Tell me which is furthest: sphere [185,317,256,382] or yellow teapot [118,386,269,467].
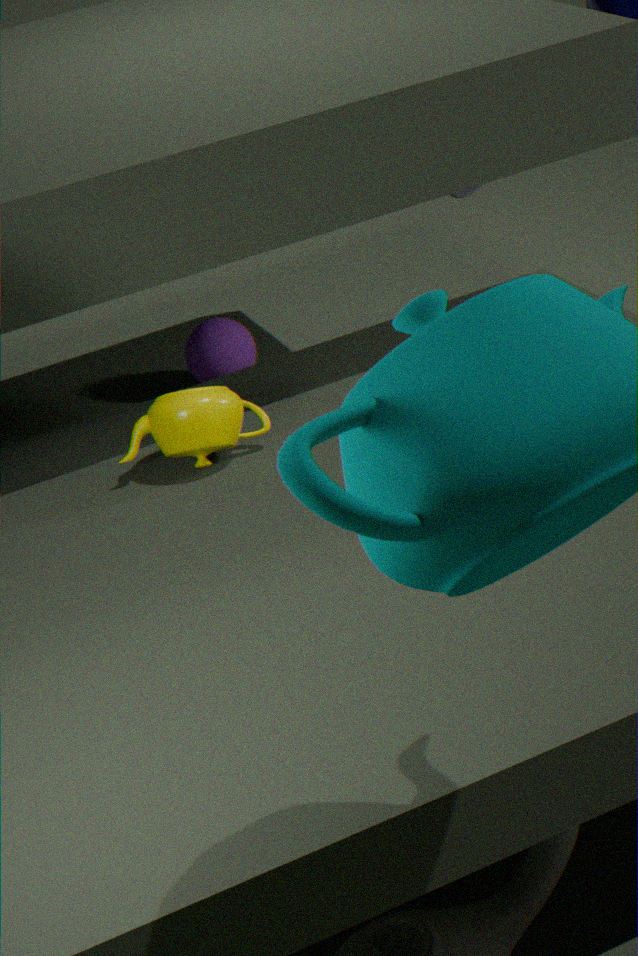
sphere [185,317,256,382]
